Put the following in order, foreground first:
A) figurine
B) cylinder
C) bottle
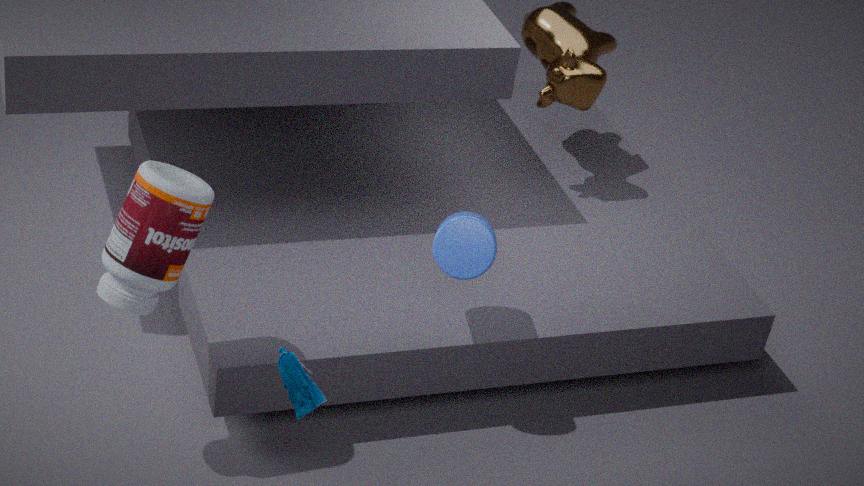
figurine → bottle → cylinder
